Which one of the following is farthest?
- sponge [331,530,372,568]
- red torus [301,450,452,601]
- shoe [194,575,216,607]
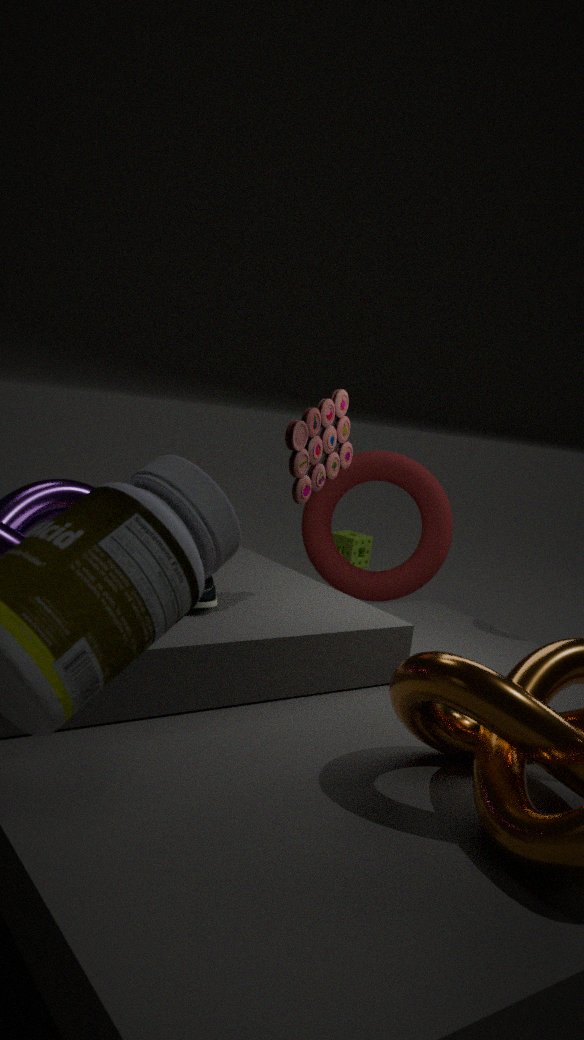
sponge [331,530,372,568]
